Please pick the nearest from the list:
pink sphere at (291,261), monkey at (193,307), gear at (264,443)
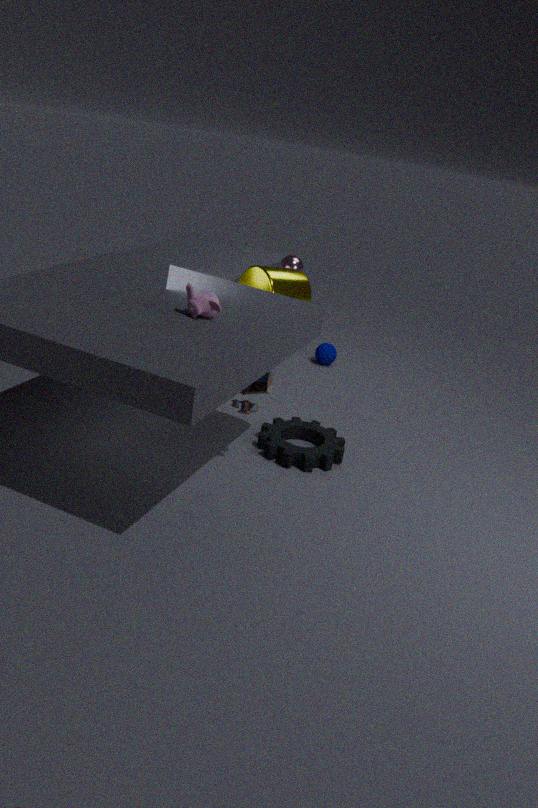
monkey at (193,307)
